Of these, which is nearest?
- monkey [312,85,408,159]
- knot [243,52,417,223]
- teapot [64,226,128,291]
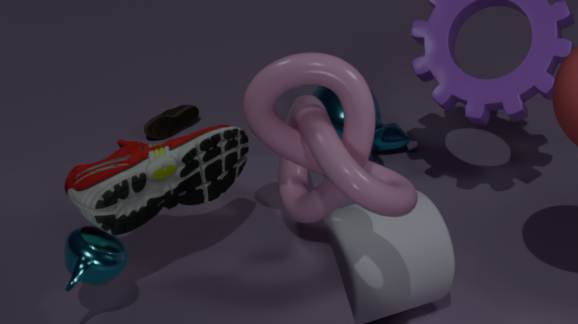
teapot [64,226,128,291]
